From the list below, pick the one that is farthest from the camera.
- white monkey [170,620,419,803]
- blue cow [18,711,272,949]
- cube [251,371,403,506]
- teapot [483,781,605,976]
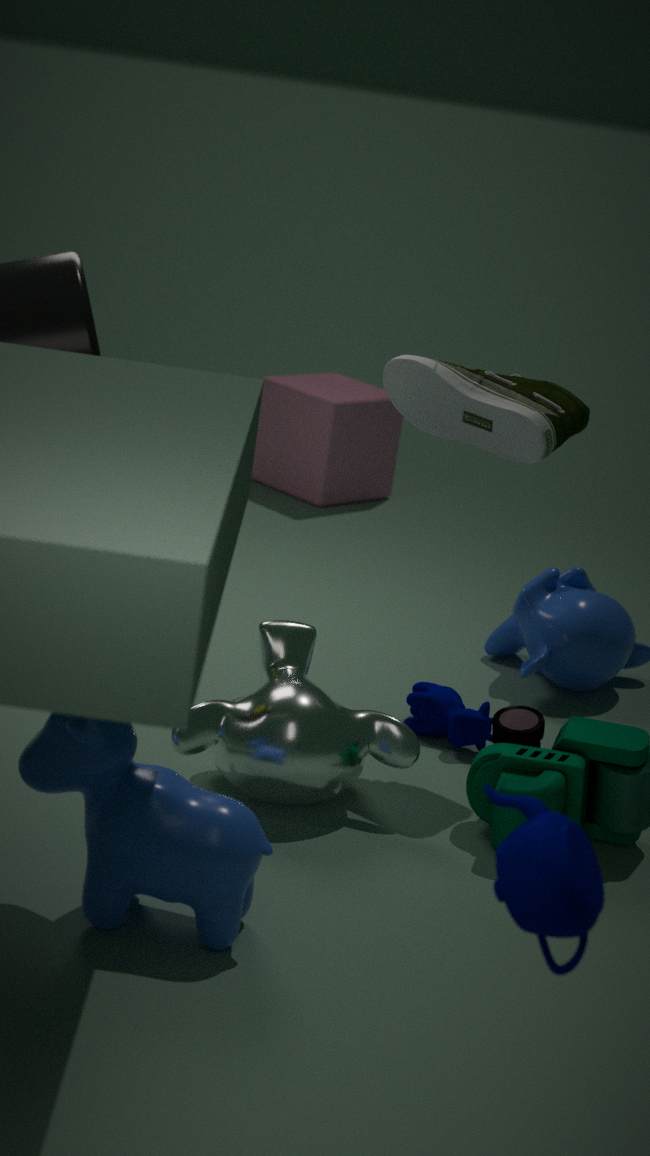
cube [251,371,403,506]
